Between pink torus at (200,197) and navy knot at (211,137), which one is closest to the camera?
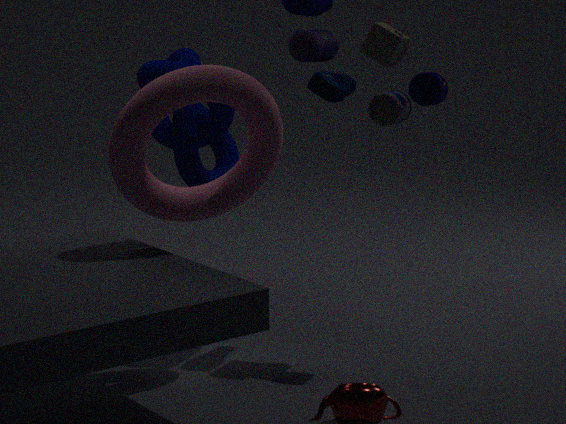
pink torus at (200,197)
